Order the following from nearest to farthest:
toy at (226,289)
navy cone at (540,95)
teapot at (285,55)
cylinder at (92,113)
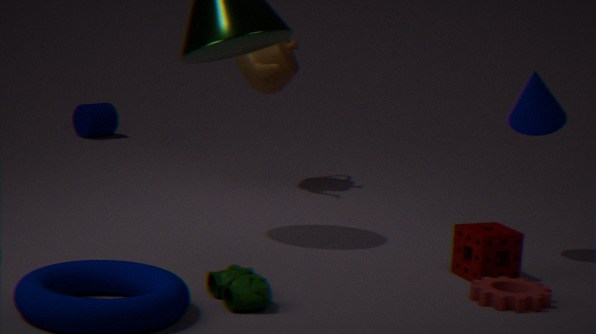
1. toy at (226,289)
2. navy cone at (540,95)
3. teapot at (285,55)
4. cylinder at (92,113)
